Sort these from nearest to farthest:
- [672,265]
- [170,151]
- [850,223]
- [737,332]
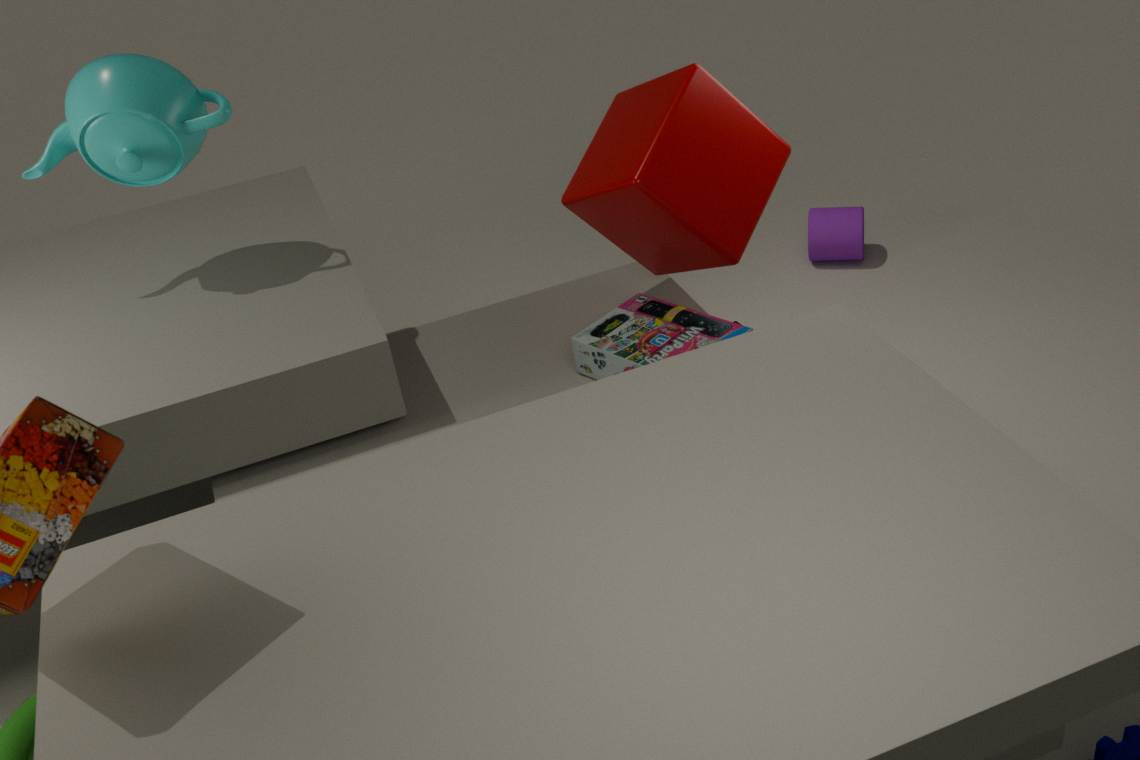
[737,332] → [170,151] → [672,265] → [850,223]
